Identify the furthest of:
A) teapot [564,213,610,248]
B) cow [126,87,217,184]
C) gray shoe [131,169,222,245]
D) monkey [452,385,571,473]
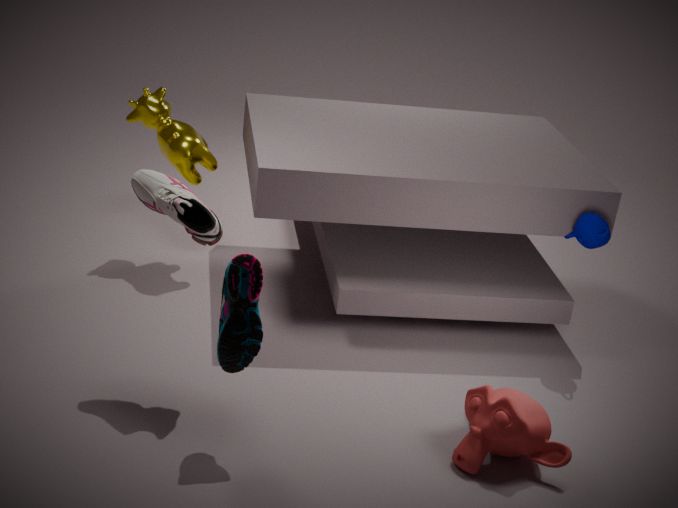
B. cow [126,87,217,184]
